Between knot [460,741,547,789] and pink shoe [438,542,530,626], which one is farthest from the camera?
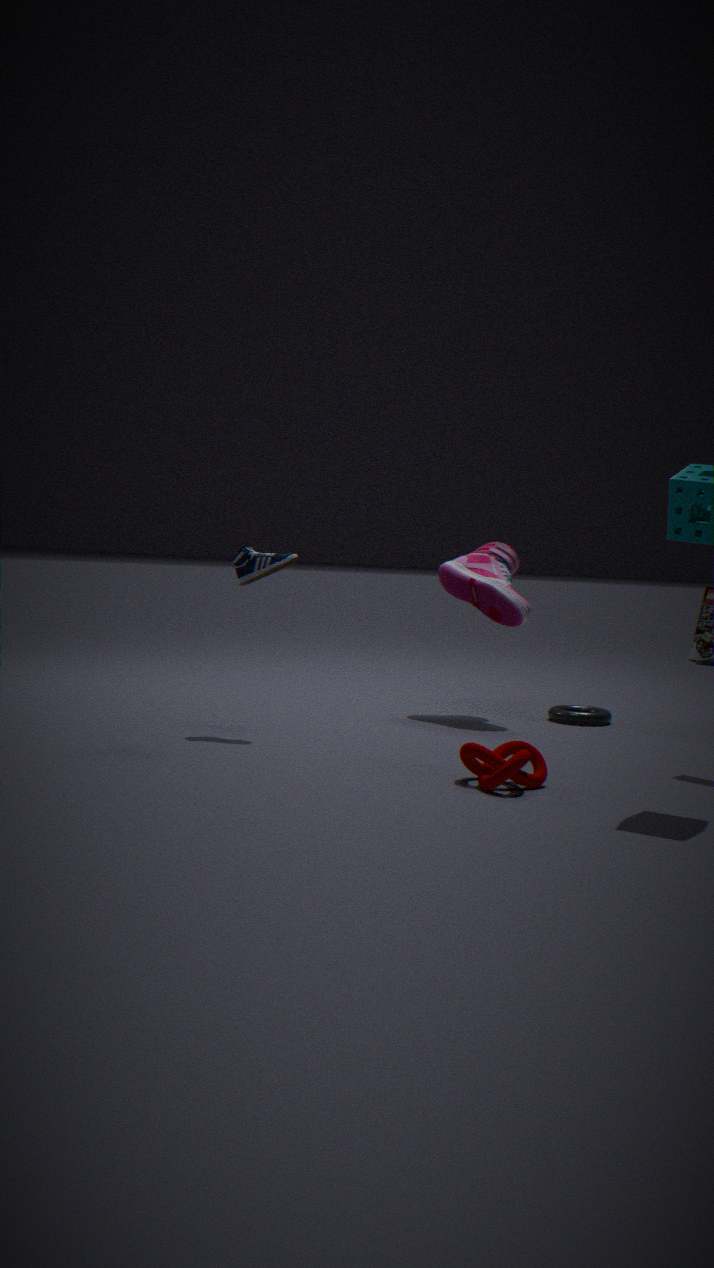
pink shoe [438,542,530,626]
